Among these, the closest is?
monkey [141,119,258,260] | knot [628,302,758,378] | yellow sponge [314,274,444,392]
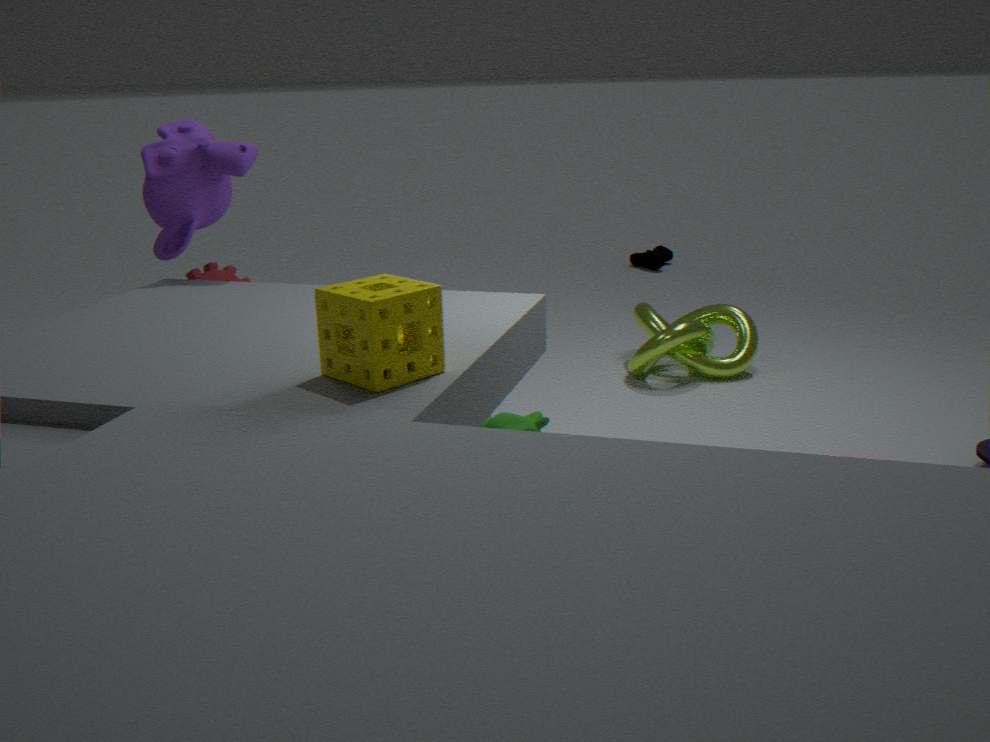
yellow sponge [314,274,444,392]
